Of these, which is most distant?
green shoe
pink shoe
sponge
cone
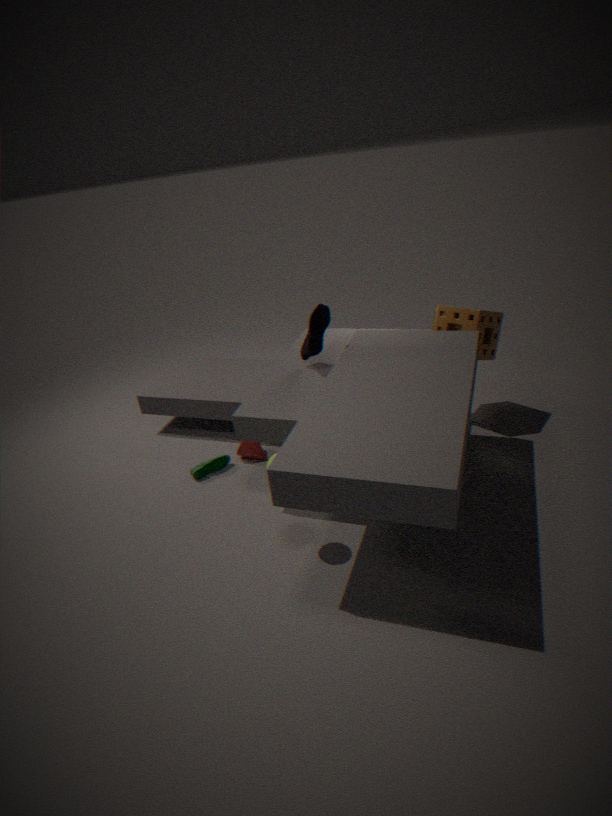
cone
